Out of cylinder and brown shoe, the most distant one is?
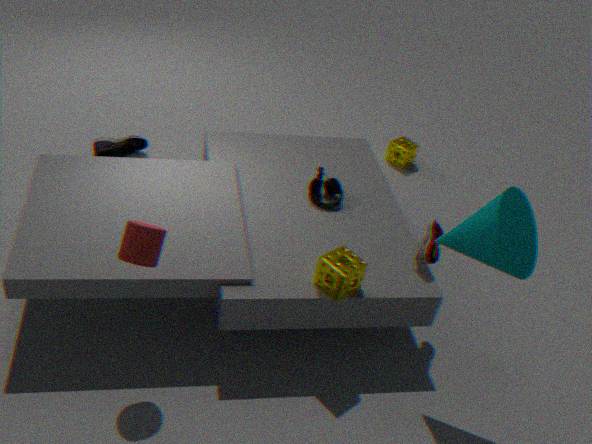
brown shoe
